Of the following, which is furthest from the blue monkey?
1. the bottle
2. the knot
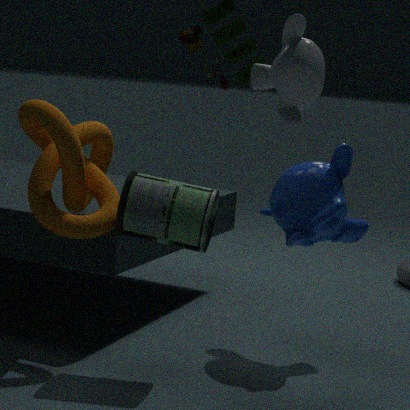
the knot
